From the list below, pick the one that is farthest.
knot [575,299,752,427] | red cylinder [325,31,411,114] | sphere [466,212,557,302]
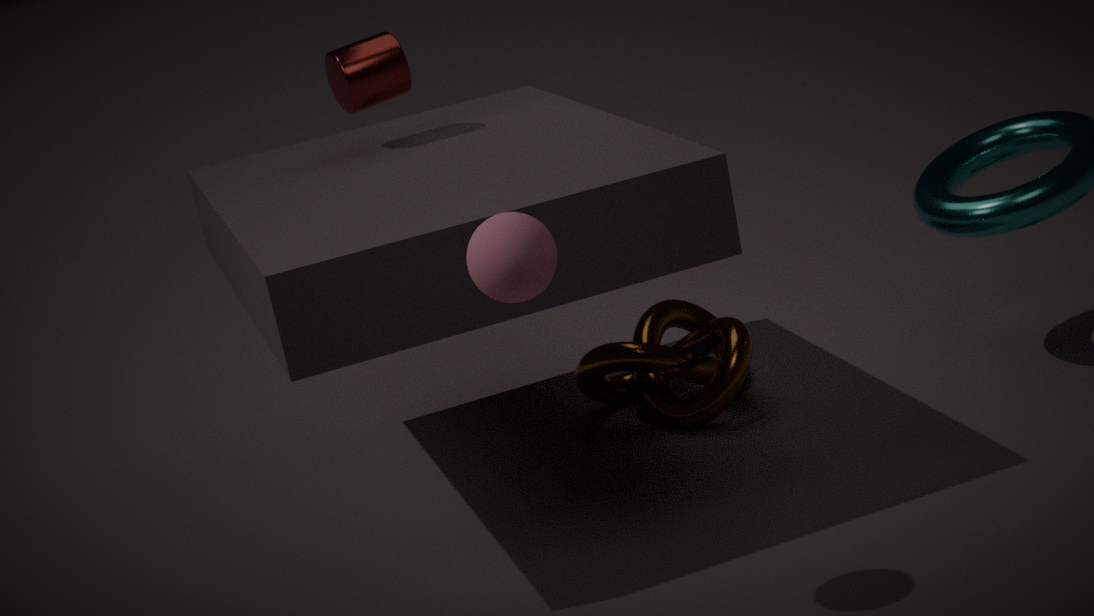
knot [575,299,752,427]
